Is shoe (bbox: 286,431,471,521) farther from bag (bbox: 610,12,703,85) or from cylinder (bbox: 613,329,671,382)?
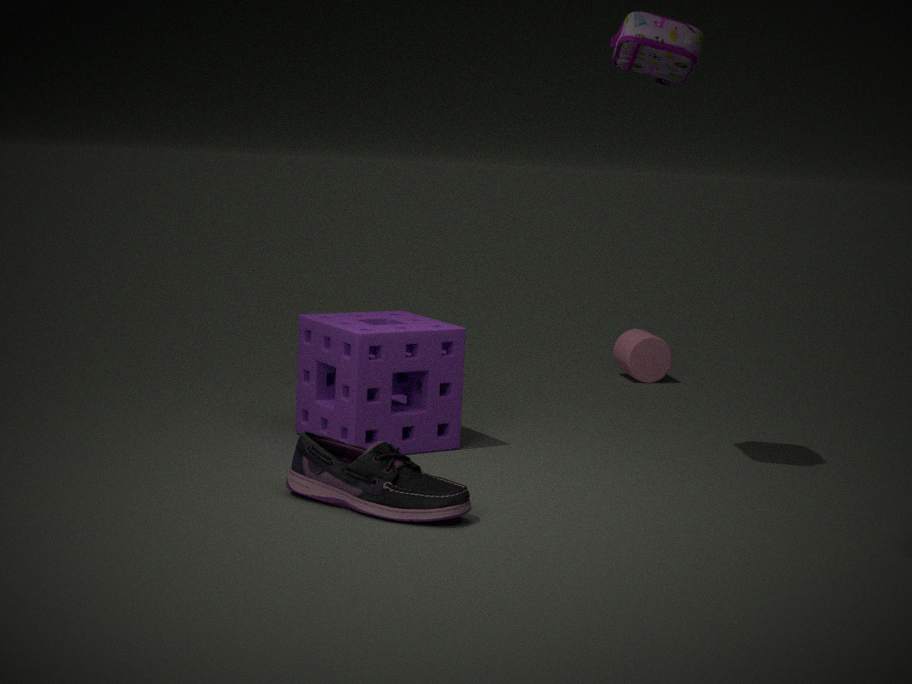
cylinder (bbox: 613,329,671,382)
